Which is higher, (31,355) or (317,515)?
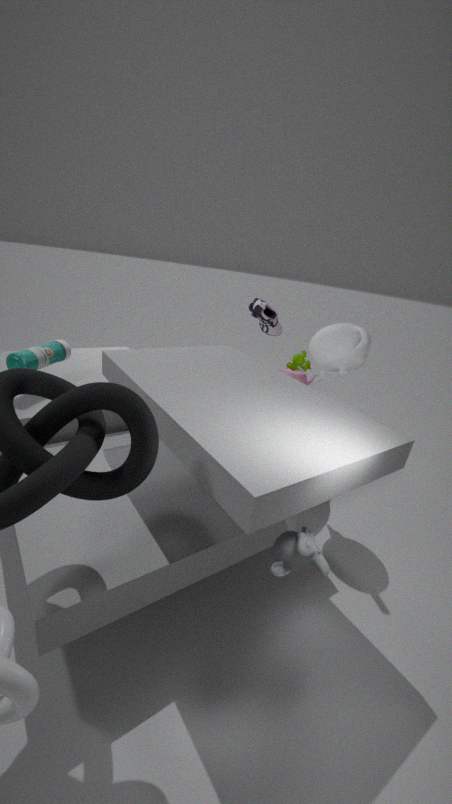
(31,355)
